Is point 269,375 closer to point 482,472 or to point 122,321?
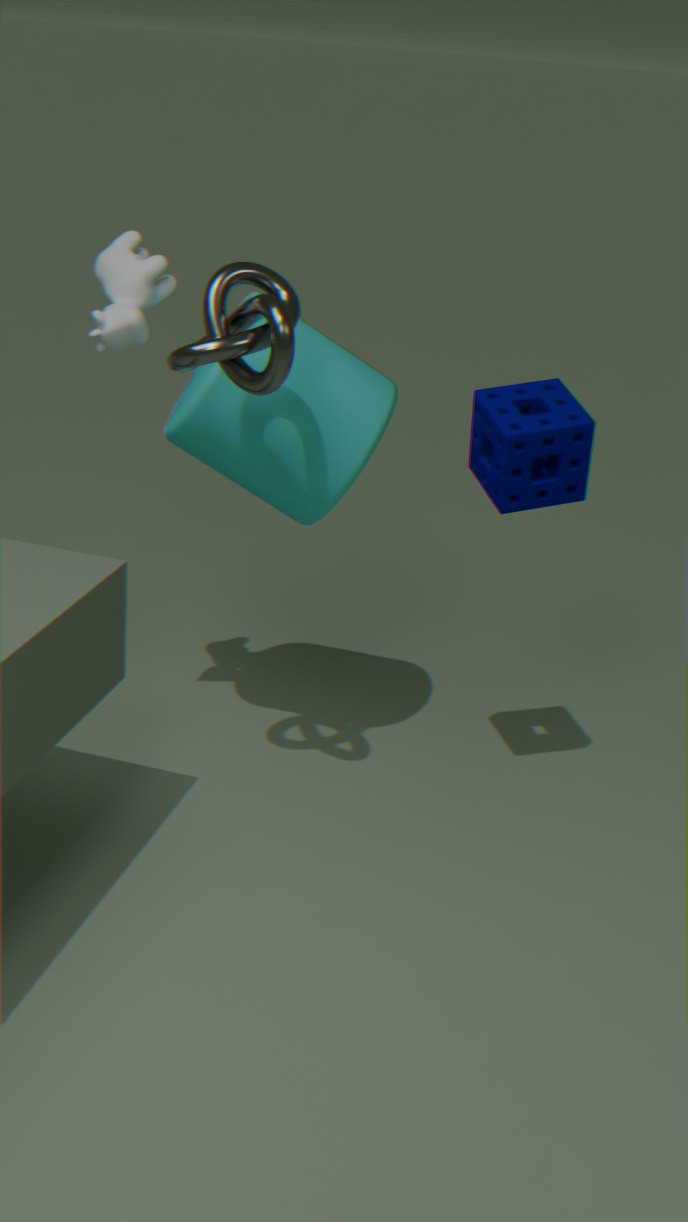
point 122,321
